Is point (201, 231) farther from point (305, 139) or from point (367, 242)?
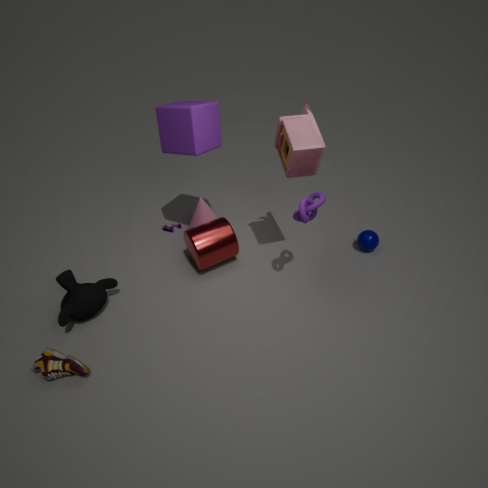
point (367, 242)
